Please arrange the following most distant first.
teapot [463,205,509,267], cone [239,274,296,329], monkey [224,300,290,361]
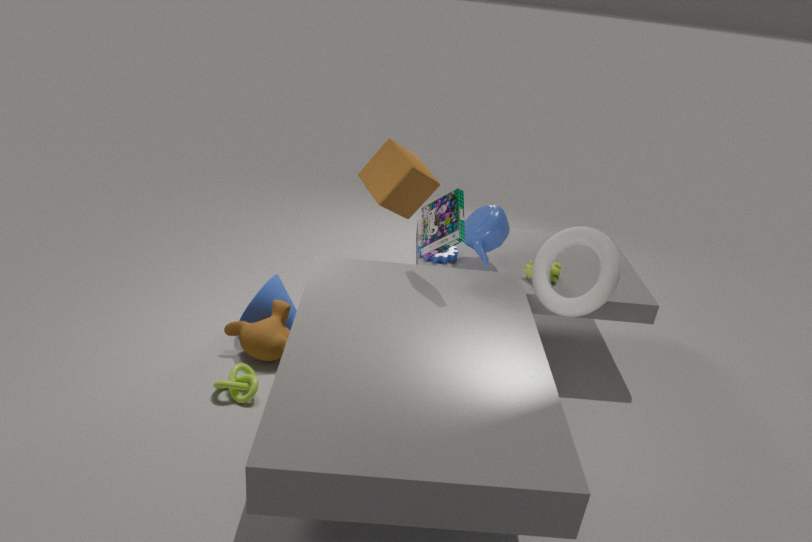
1. cone [239,274,296,329]
2. teapot [463,205,509,267]
3. monkey [224,300,290,361]
